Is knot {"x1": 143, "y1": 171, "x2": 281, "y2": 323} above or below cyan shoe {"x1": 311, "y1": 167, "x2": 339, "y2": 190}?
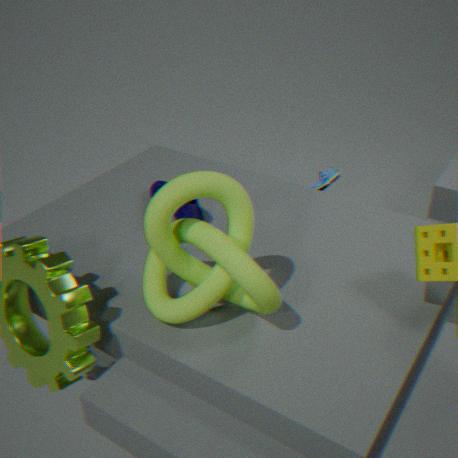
above
